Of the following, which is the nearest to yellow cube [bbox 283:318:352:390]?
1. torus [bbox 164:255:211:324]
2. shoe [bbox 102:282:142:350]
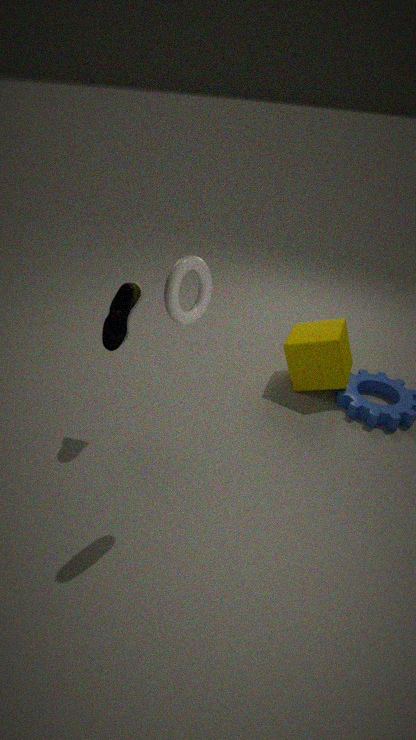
shoe [bbox 102:282:142:350]
